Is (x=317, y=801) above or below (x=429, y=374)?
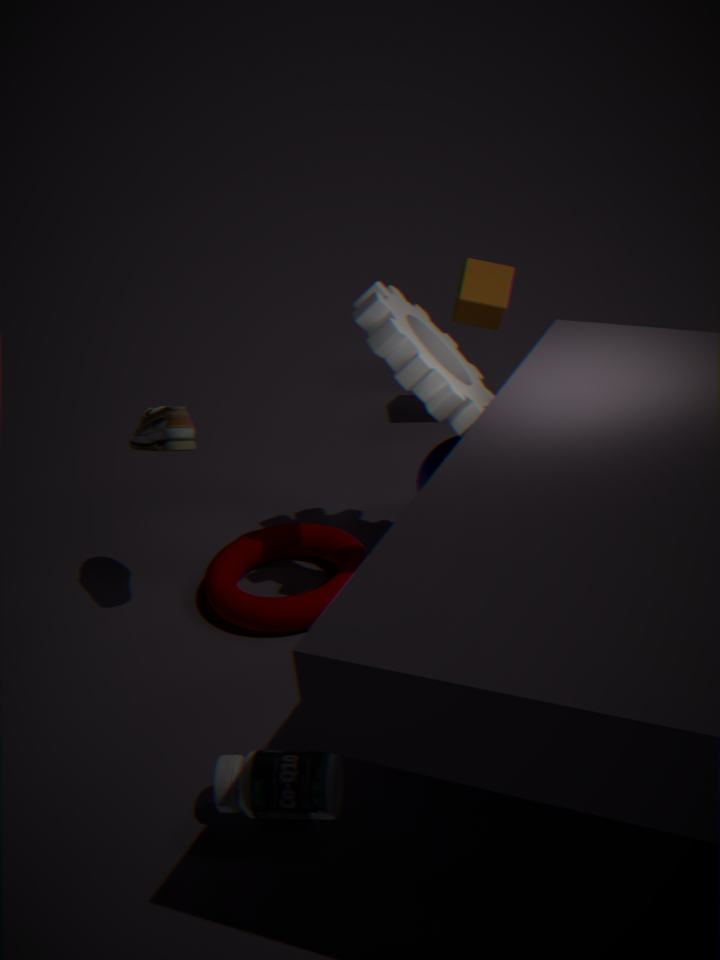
below
